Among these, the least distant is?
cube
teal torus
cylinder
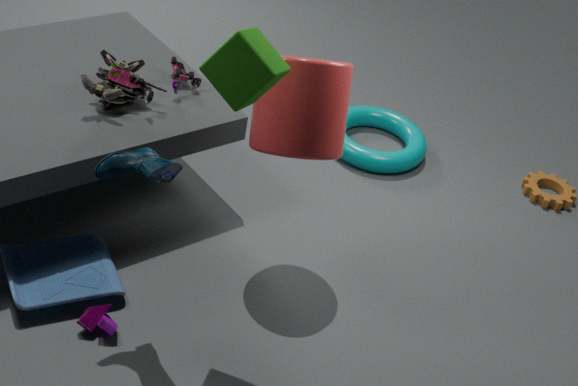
cube
